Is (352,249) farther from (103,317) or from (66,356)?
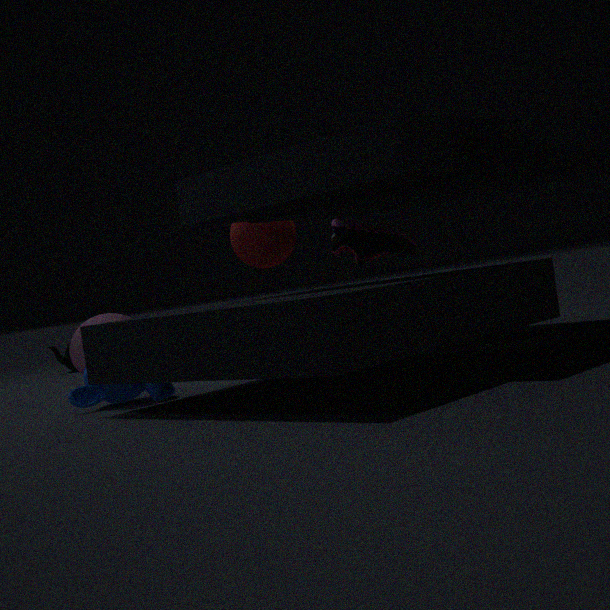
(66,356)
